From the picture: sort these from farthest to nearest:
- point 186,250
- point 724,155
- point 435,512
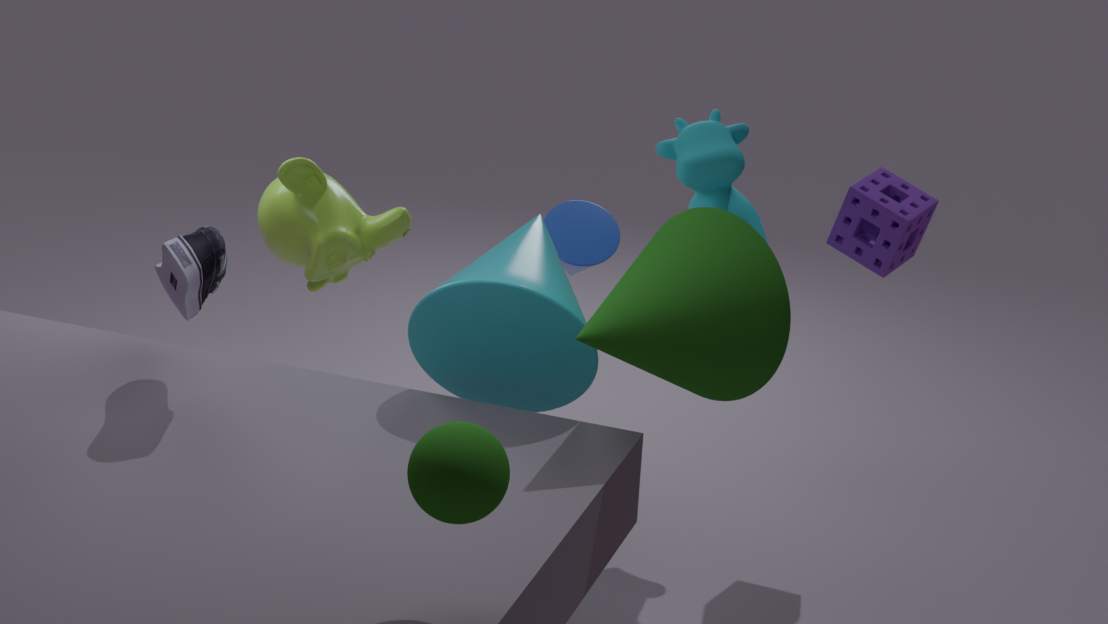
point 724,155 → point 186,250 → point 435,512
